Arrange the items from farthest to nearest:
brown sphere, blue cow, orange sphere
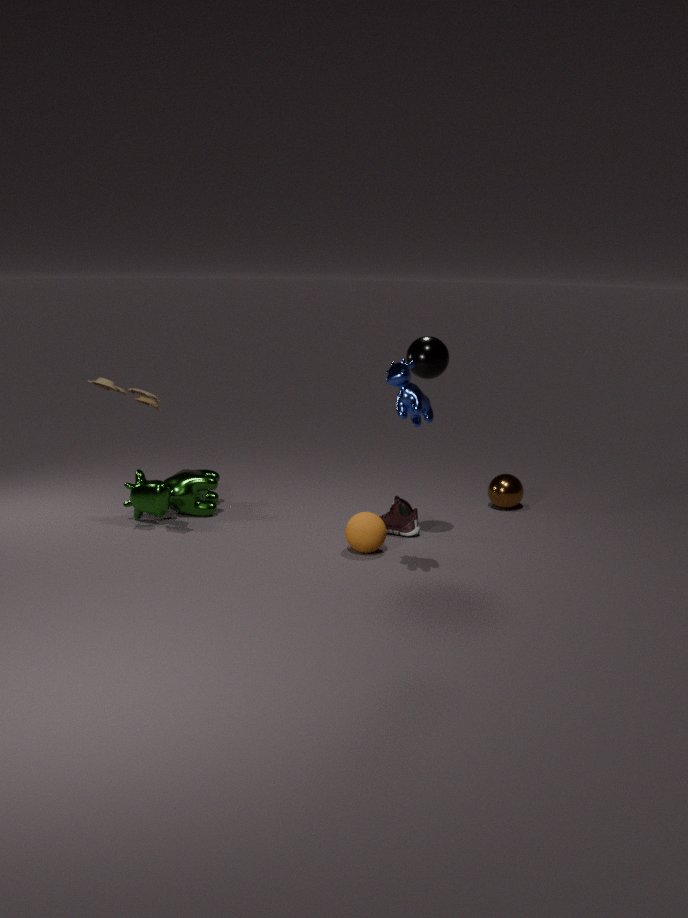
1. brown sphere
2. orange sphere
3. blue cow
